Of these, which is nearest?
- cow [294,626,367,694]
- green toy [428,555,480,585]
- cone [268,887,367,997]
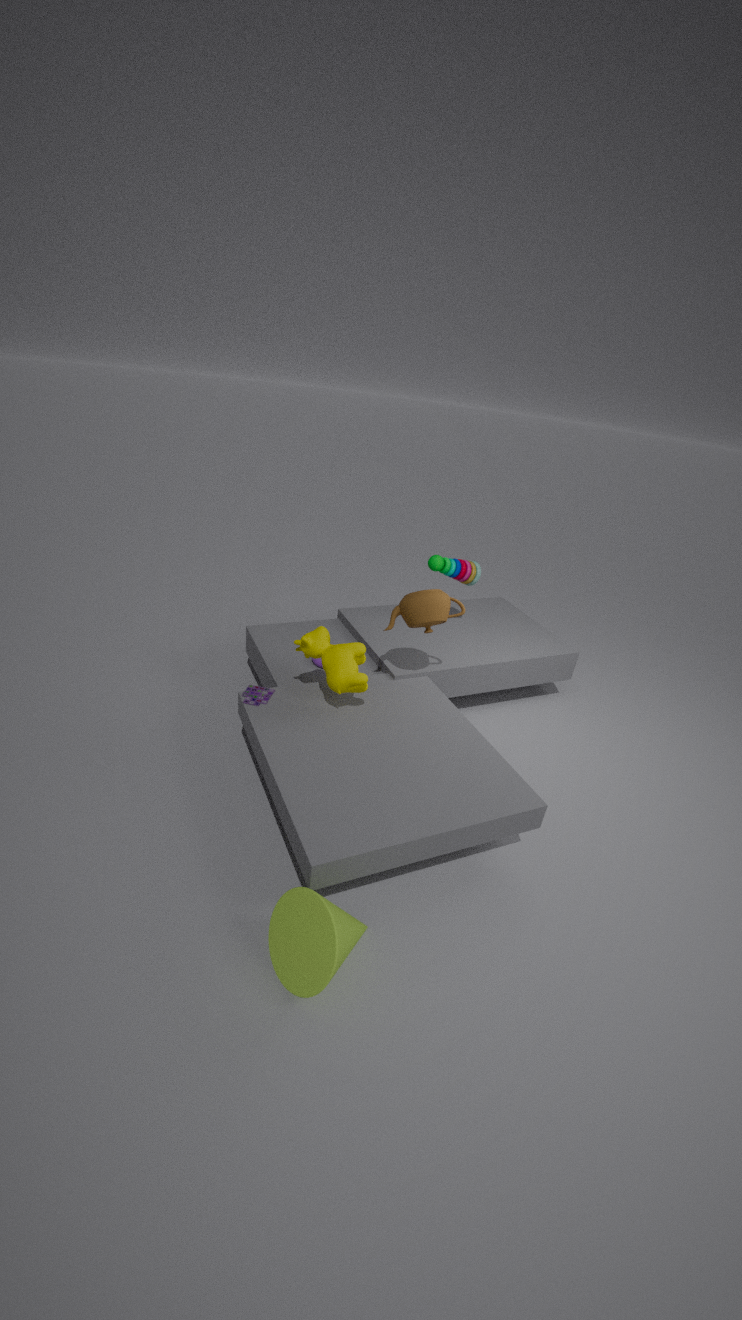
cone [268,887,367,997]
